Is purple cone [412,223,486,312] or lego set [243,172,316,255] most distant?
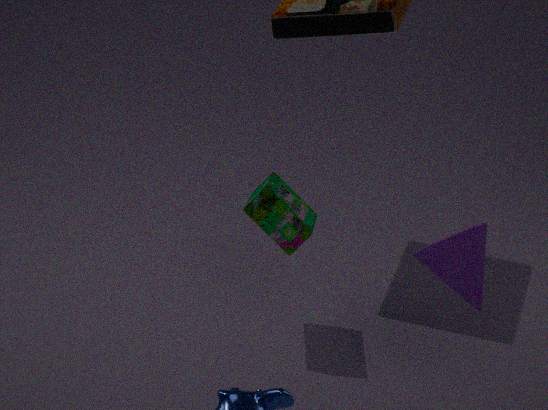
lego set [243,172,316,255]
